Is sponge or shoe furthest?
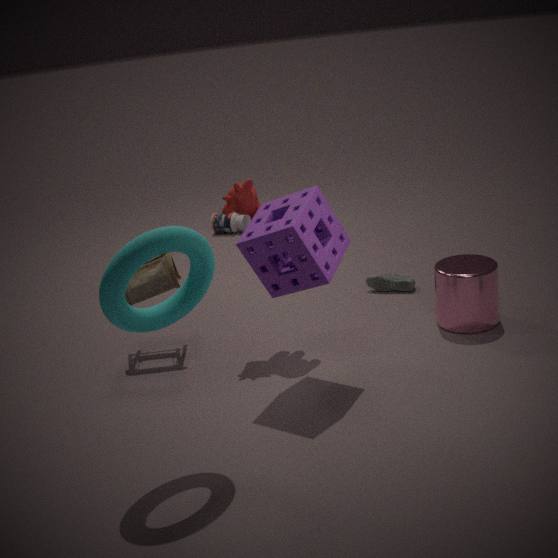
shoe
